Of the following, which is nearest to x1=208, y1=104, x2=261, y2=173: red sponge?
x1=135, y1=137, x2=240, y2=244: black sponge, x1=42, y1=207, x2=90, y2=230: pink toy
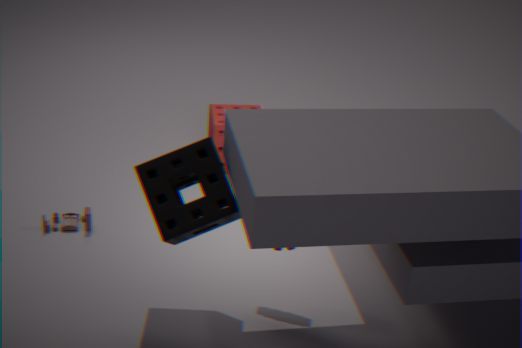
x1=42, y1=207, x2=90, y2=230: pink toy
